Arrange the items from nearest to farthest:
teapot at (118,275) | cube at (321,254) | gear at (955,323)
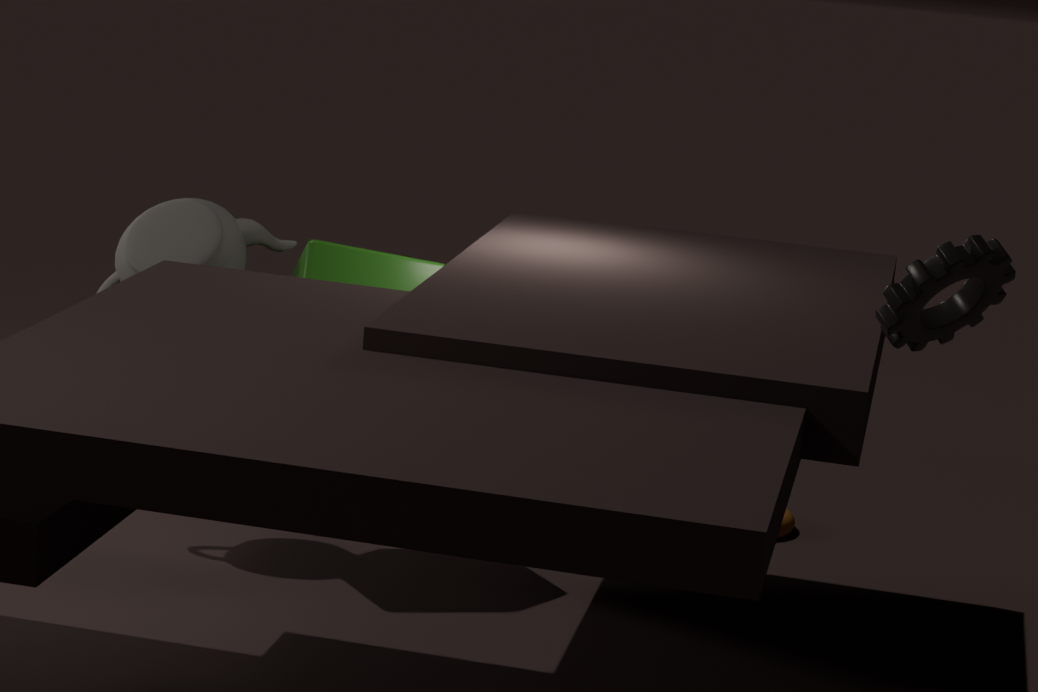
gear at (955,323) → cube at (321,254) → teapot at (118,275)
